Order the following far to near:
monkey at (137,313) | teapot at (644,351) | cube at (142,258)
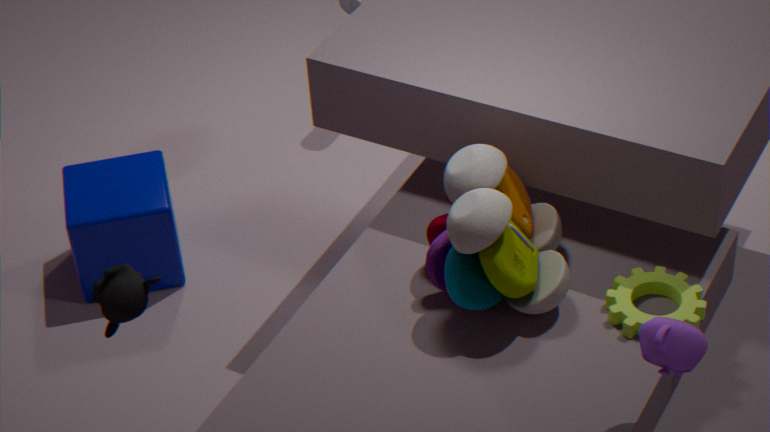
cube at (142,258), monkey at (137,313), teapot at (644,351)
